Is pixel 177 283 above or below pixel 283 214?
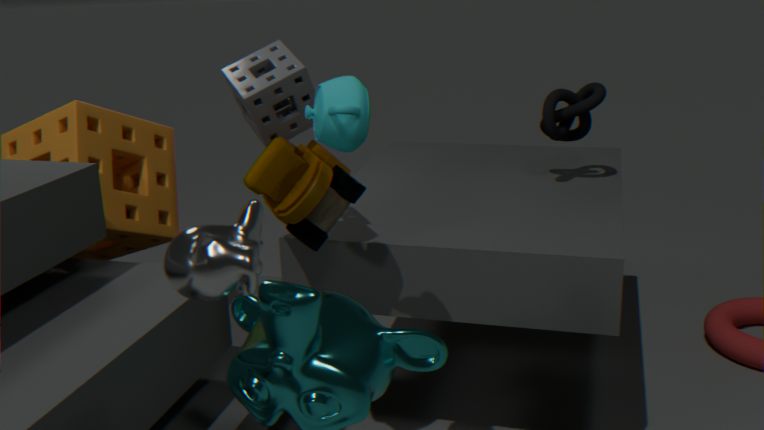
above
